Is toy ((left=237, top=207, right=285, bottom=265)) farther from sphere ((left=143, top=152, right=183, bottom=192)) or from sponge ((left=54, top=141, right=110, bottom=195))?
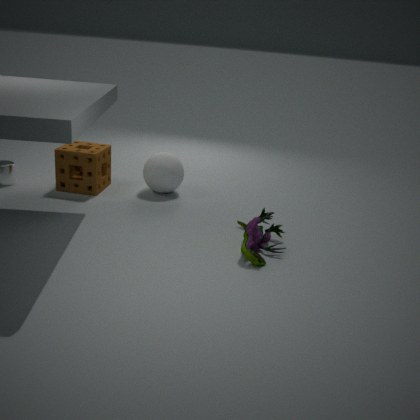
sponge ((left=54, top=141, right=110, bottom=195))
